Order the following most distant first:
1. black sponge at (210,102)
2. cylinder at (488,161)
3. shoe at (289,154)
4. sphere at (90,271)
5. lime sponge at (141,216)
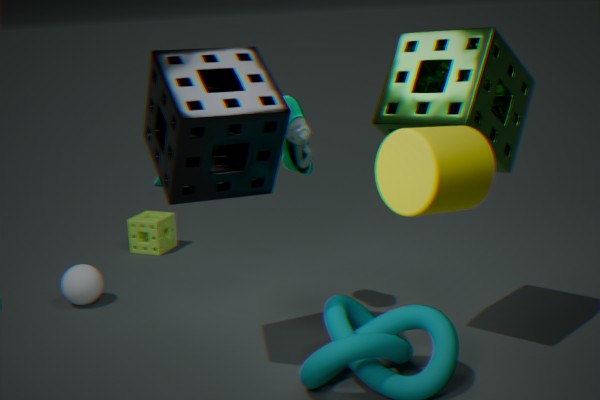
1. lime sponge at (141,216)
2. sphere at (90,271)
3. shoe at (289,154)
4. black sponge at (210,102)
5. cylinder at (488,161)
